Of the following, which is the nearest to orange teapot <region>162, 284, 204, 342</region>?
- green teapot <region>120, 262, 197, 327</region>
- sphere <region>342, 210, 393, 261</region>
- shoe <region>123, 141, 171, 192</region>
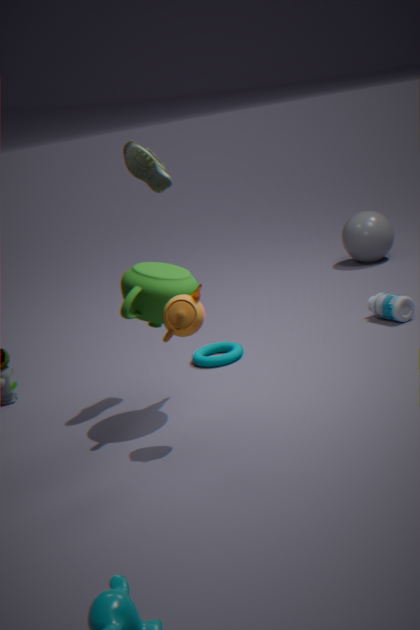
green teapot <region>120, 262, 197, 327</region>
